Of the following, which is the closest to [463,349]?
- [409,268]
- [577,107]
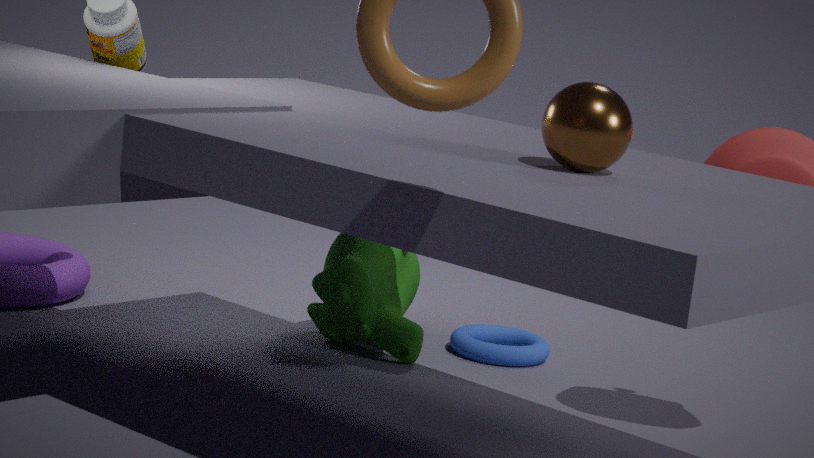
[409,268]
